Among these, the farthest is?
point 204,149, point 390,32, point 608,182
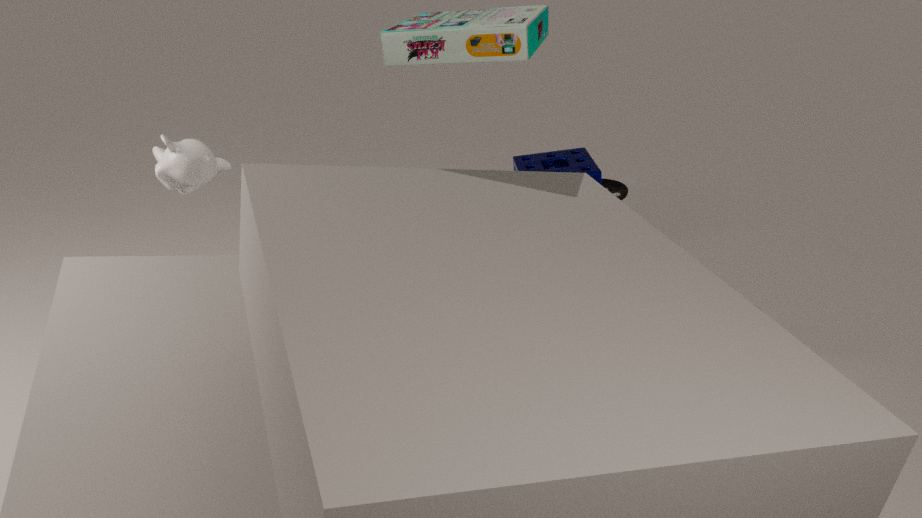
point 608,182
